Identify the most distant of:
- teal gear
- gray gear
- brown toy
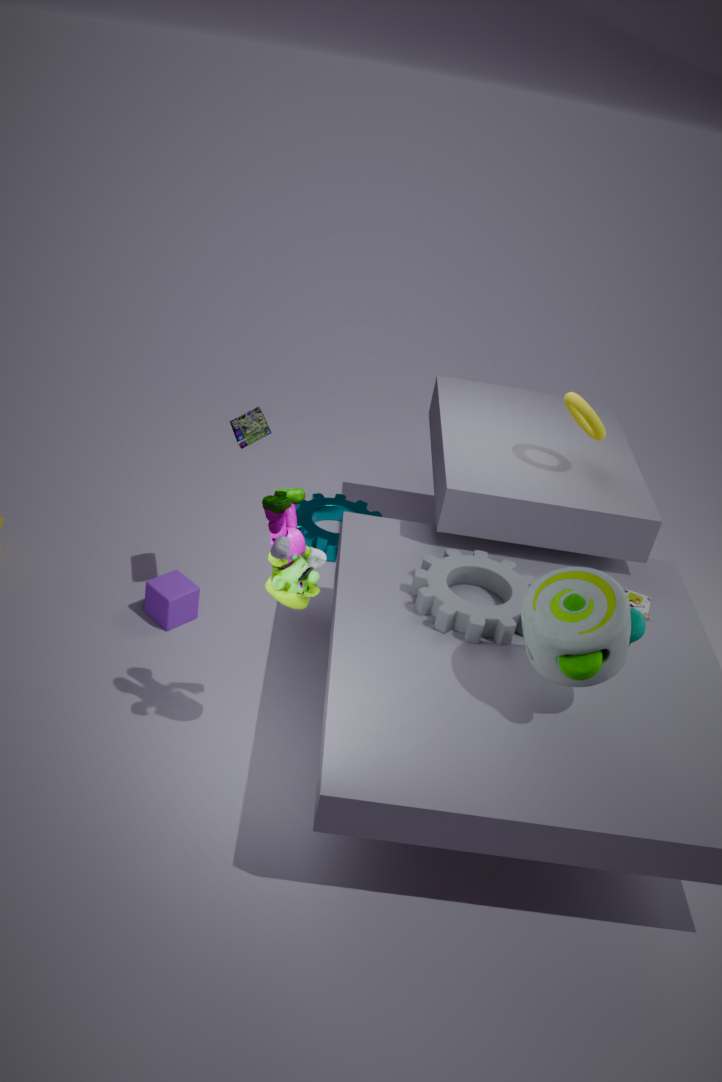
teal gear
